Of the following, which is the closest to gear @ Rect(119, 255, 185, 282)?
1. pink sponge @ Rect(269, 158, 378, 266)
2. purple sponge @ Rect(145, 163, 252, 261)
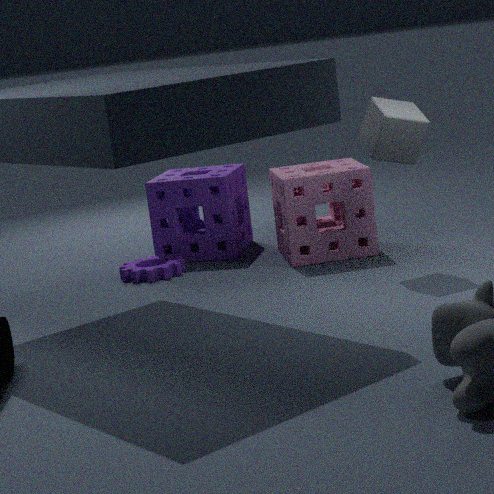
purple sponge @ Rect(145, 163, 252, 261)
